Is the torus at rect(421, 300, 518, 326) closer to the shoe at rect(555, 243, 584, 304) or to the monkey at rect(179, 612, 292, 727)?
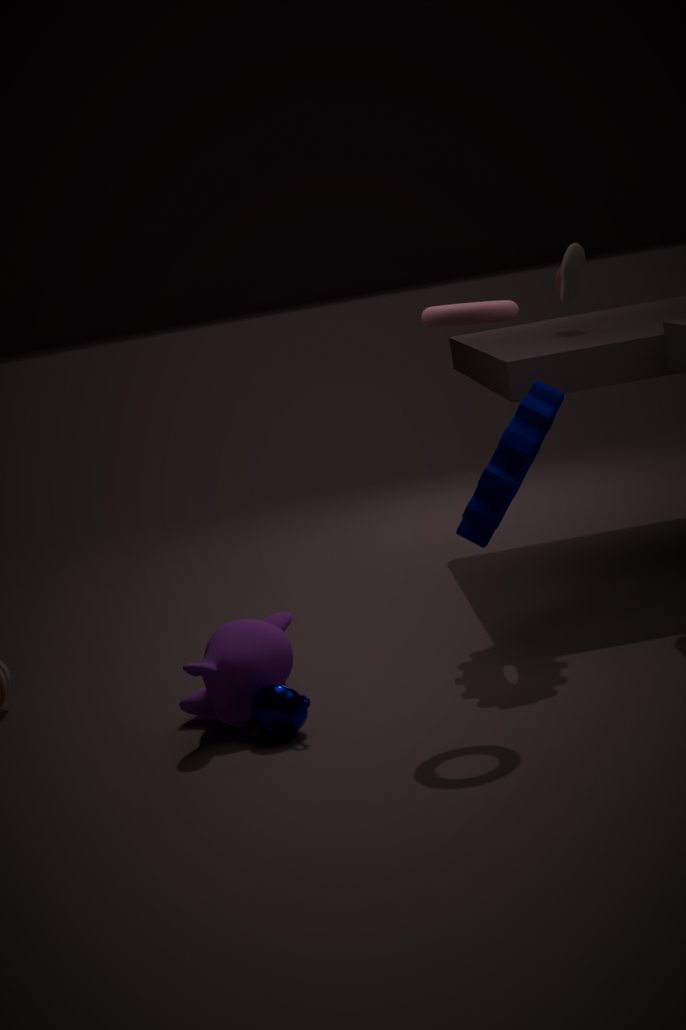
the monkey at rect(179, 612, 292, 727)
